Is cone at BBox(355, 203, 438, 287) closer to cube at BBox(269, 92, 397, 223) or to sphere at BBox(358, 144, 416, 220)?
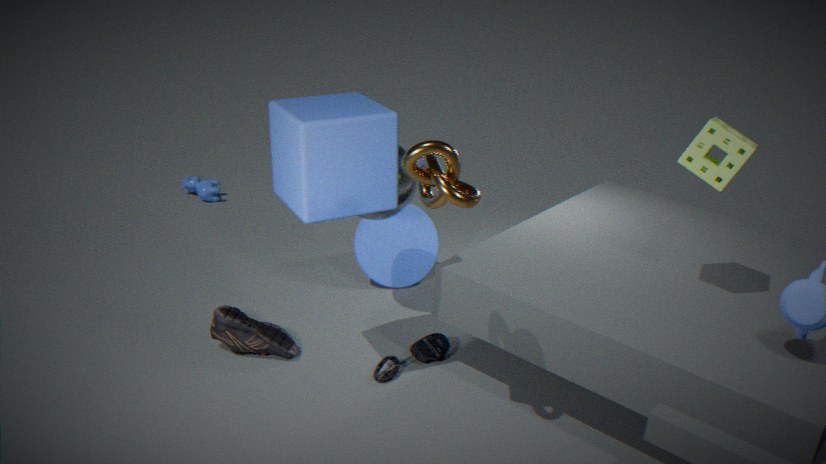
sphere at BBox(358, 144, 416, 220)
